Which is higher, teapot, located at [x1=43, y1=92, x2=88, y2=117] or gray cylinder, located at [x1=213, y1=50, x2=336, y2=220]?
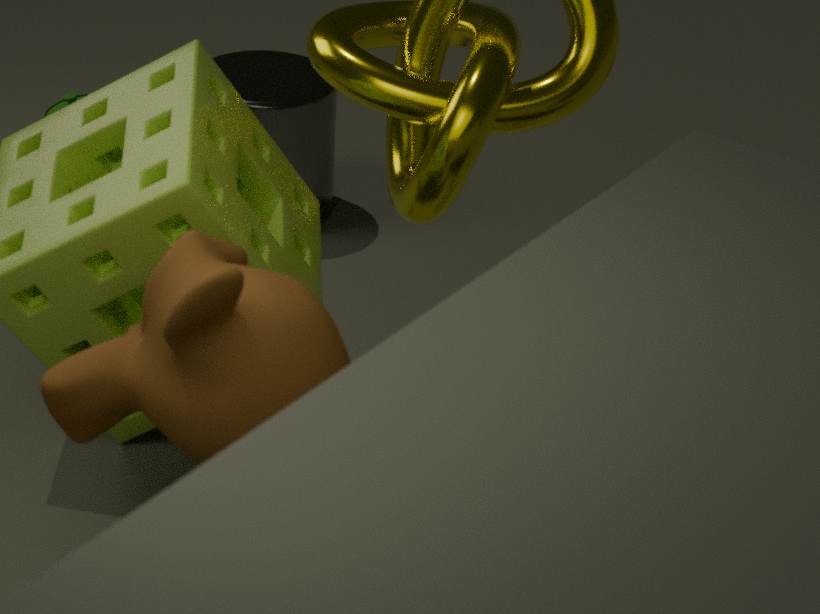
teapot, located at [x1=43, y1=92, x2=88, y2=117]
